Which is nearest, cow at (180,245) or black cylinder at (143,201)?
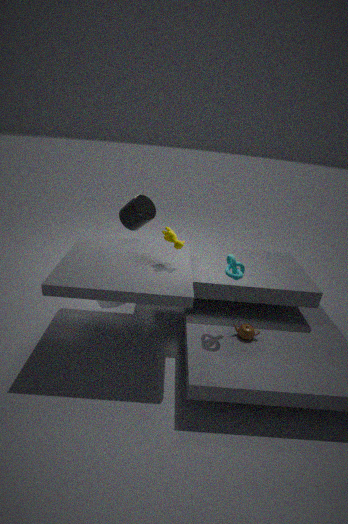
cow at (180,245)
